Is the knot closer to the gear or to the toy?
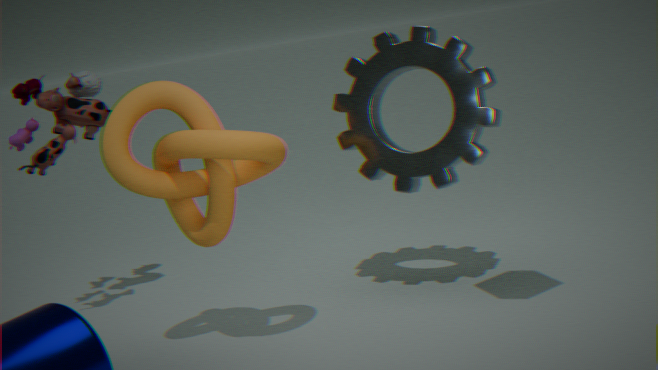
the gear
